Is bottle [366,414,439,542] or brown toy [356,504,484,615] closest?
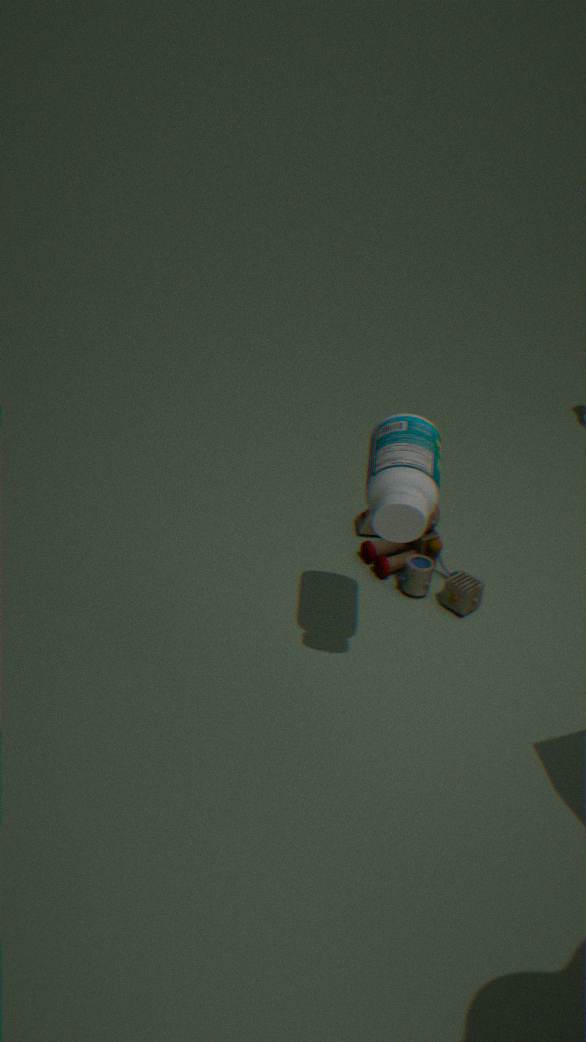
bottle [366,414,439,542]
